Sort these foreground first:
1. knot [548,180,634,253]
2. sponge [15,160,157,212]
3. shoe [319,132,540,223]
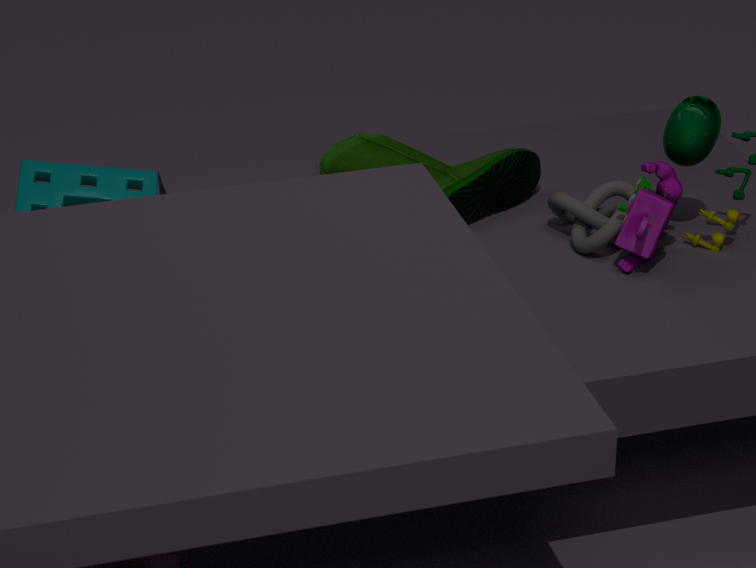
knot [548,180,634,253]
sponge [15,160,157,212]
shoe [319,132,540,223]
